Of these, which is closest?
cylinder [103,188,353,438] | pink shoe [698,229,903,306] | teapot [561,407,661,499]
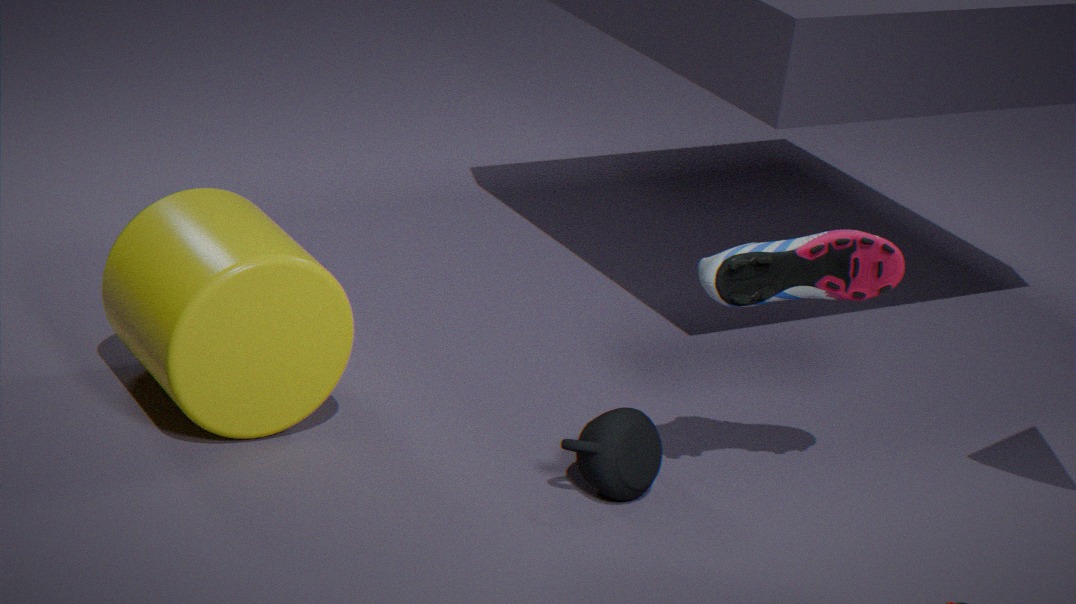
pink shoe [698,229,903,306]
